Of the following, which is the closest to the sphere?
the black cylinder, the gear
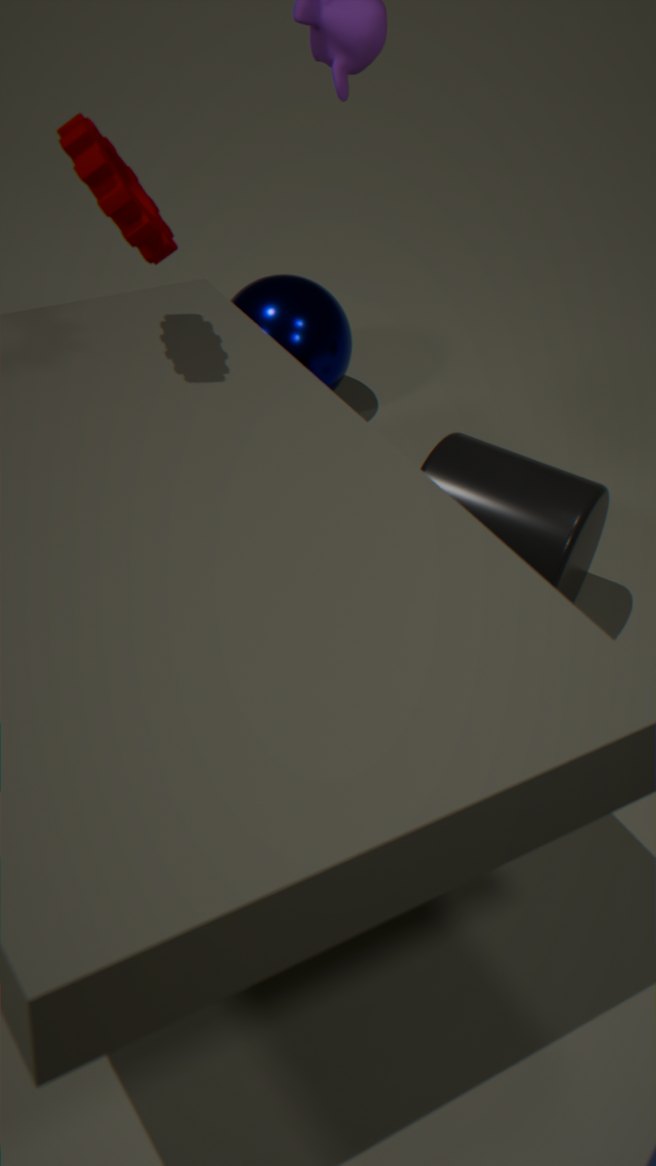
the black cylinder
